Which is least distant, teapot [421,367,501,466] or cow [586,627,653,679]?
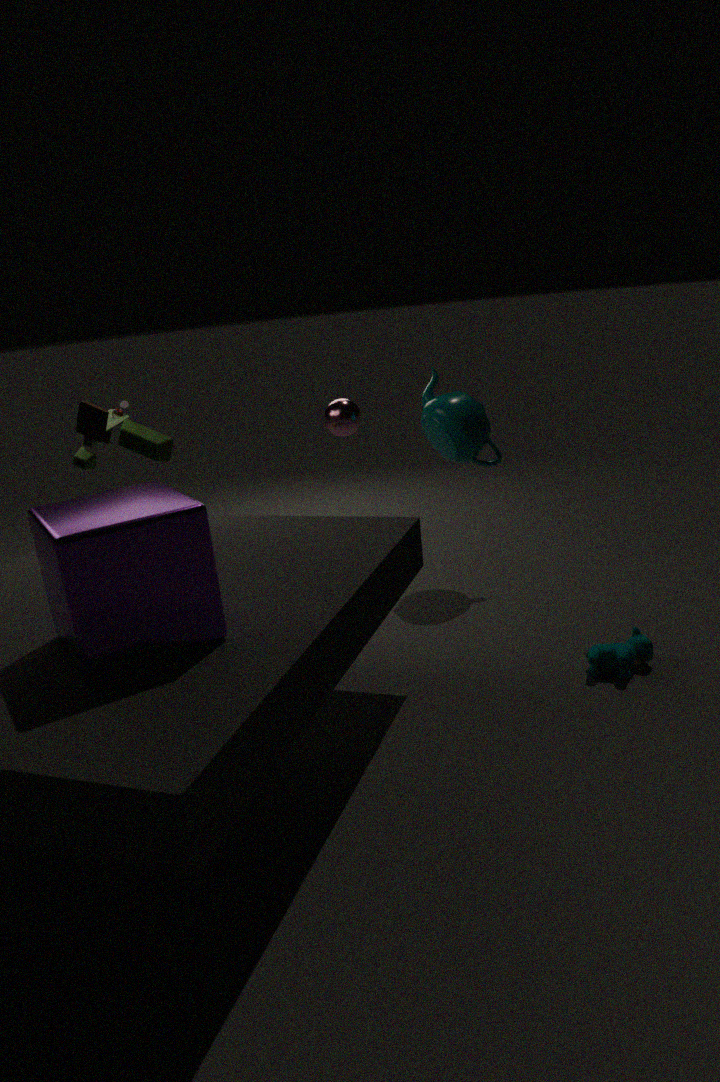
cow [586,627,653,679]
